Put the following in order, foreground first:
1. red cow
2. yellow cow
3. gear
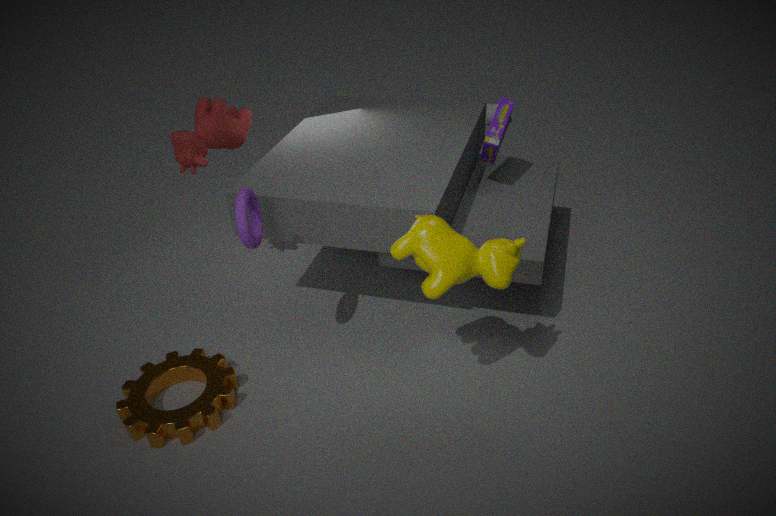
yellow cow < gear < red cow
